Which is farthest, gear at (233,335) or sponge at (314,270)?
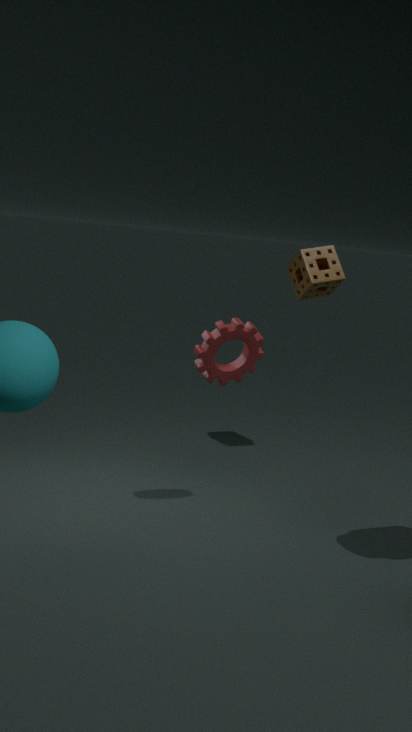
sponge at (314,270)
